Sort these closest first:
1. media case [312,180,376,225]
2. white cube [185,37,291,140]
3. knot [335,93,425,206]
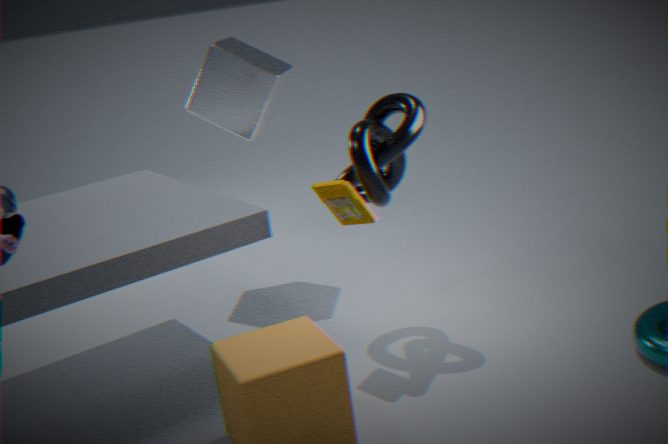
media case [312,180,376,225]
knot [335,93,425,206]
white cube [185,37,291,140]
